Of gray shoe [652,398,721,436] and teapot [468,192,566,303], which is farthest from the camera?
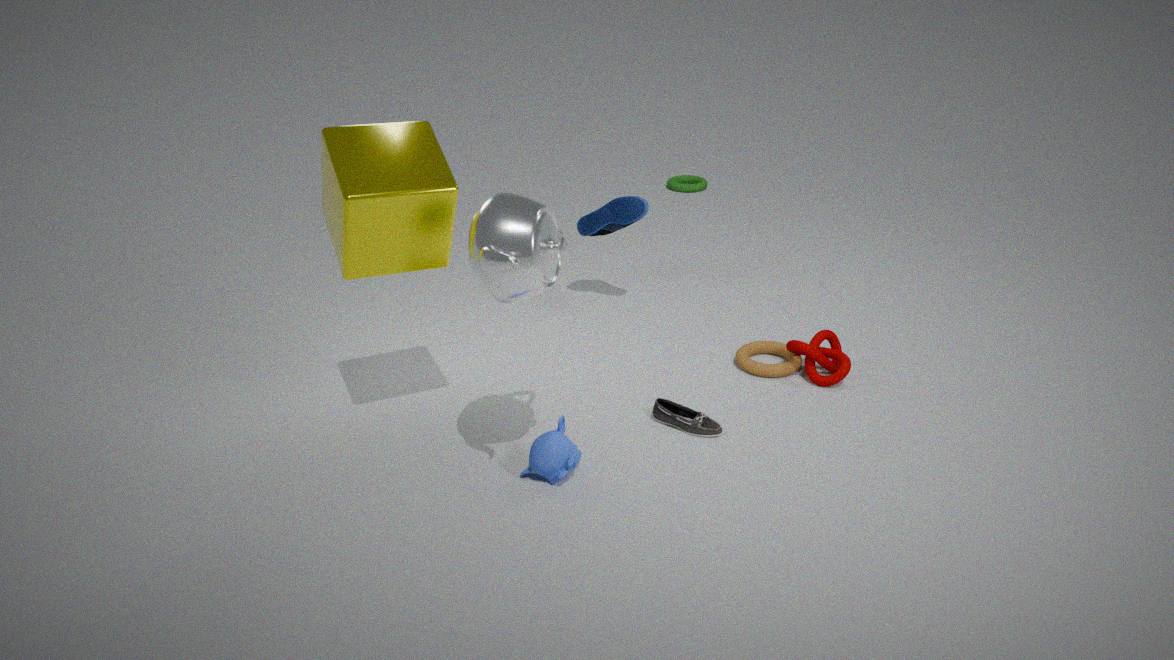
gray shoe [652,398,721,436]
